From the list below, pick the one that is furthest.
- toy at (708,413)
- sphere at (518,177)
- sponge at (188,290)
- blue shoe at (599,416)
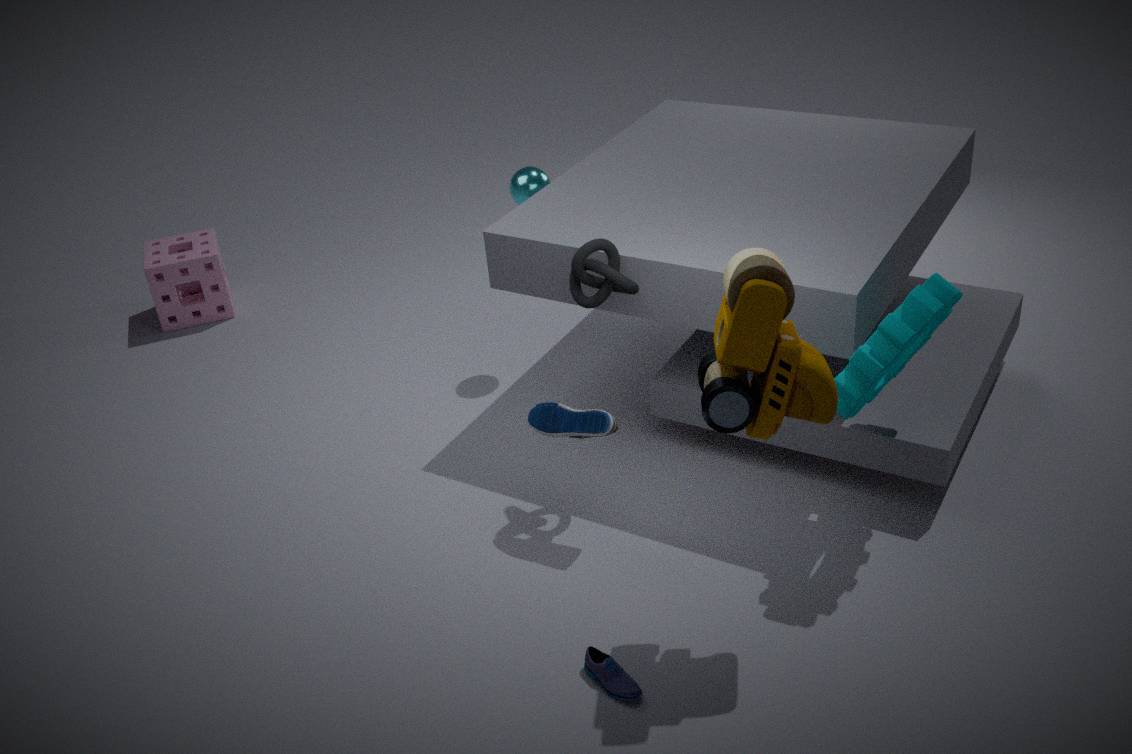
sponge at (188,290)
